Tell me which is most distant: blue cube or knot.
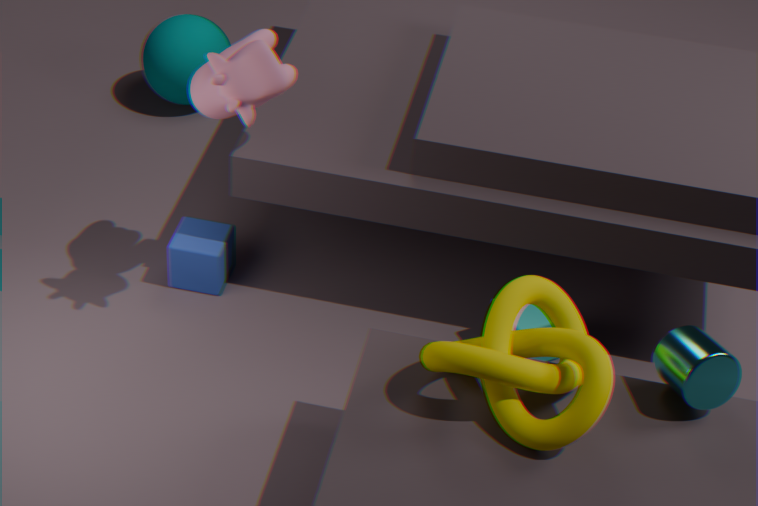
blue cube
